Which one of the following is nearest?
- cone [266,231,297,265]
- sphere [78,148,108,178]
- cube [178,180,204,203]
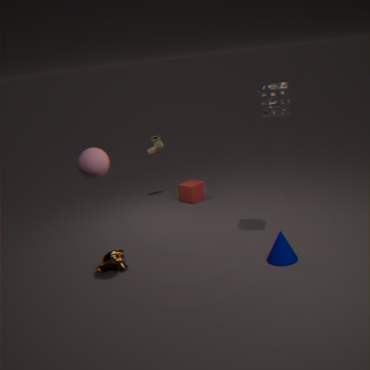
sphere [78,148,108,178]
